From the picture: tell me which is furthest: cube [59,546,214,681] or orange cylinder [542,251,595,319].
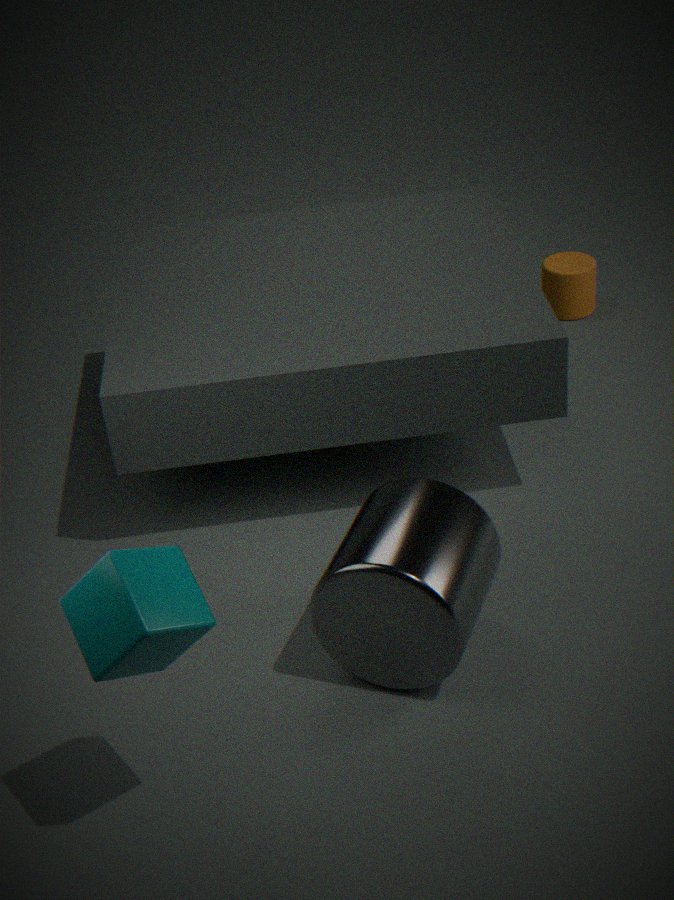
orange cylinder [542,251,595,319]
